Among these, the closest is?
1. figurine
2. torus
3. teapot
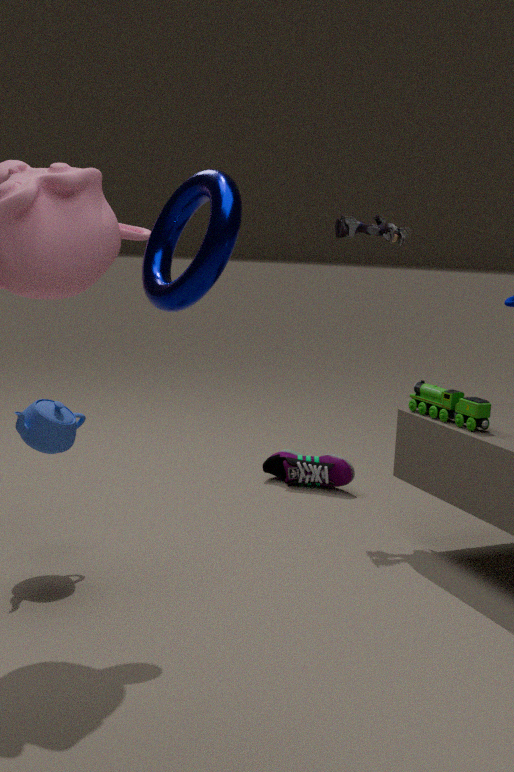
torus
